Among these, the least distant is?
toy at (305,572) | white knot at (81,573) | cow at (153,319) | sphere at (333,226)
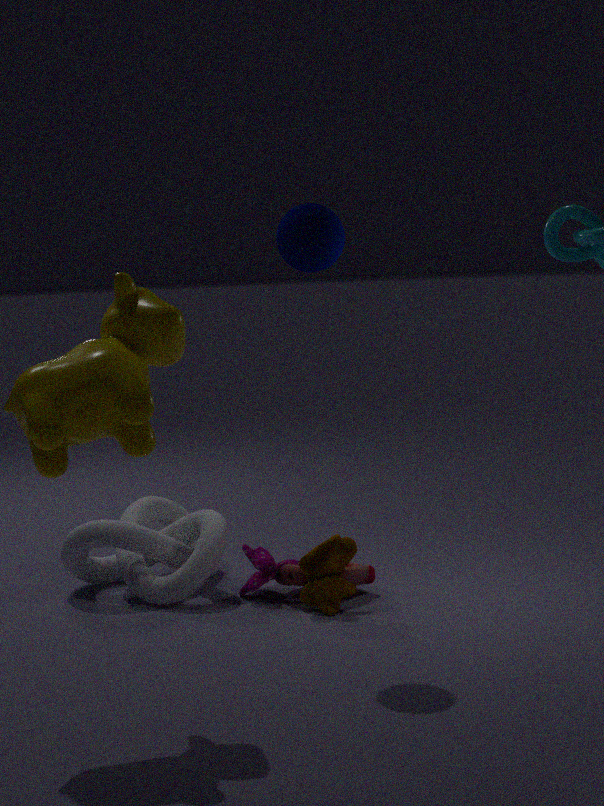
cow at (153,319)
